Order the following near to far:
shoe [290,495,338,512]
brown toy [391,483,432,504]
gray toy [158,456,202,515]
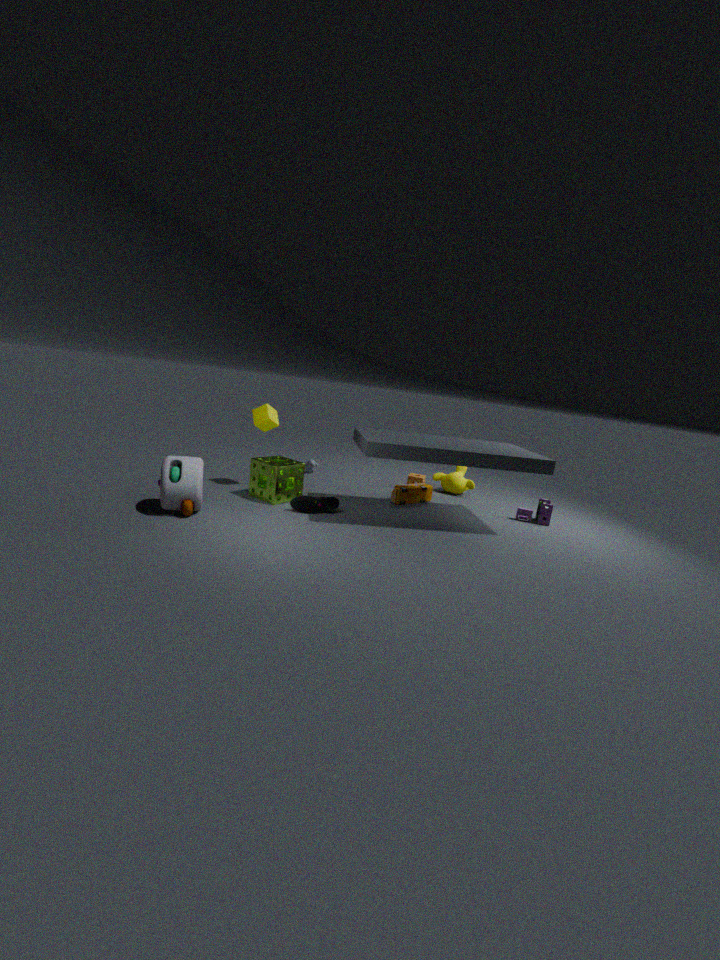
gray toy [158,456,202,515], shoe [290,495,338,512], brown toy [391,483,432,504]
